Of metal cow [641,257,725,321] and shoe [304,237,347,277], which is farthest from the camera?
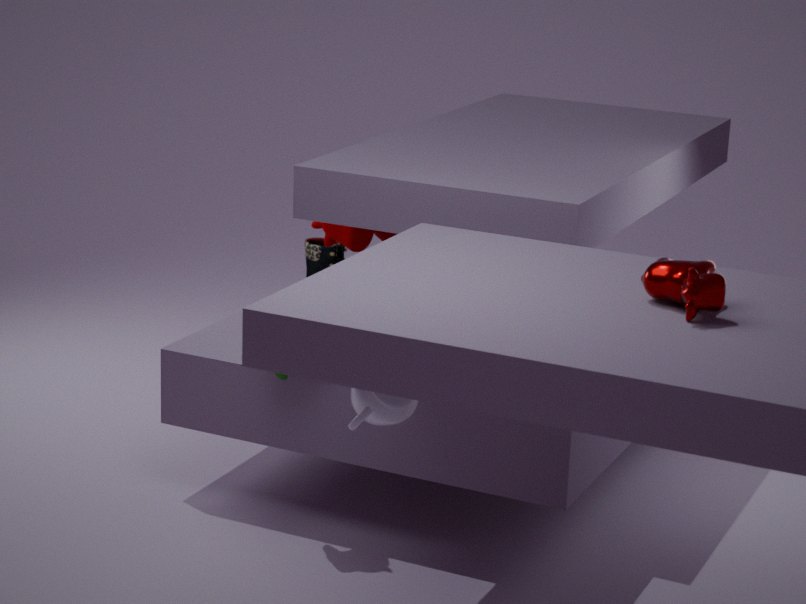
shoe [304,237,347,277]
